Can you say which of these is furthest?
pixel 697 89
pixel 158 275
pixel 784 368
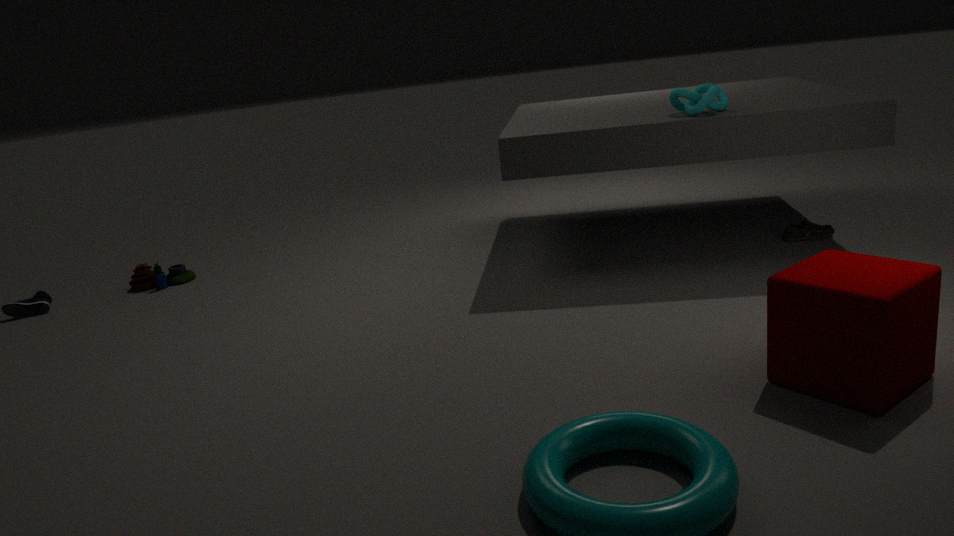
pixel 158 275
